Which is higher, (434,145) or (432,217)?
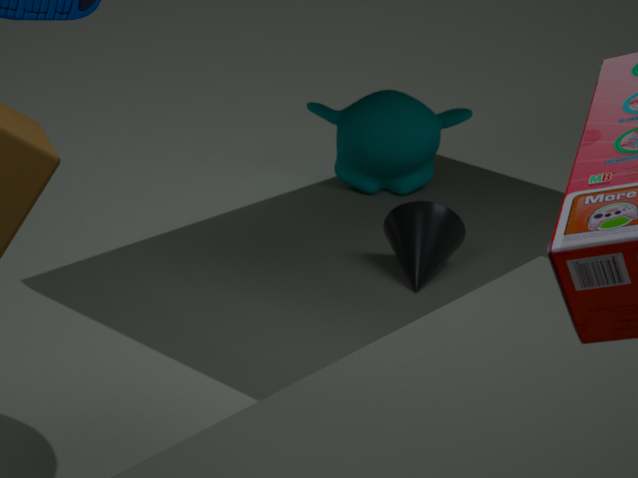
(434,145)
